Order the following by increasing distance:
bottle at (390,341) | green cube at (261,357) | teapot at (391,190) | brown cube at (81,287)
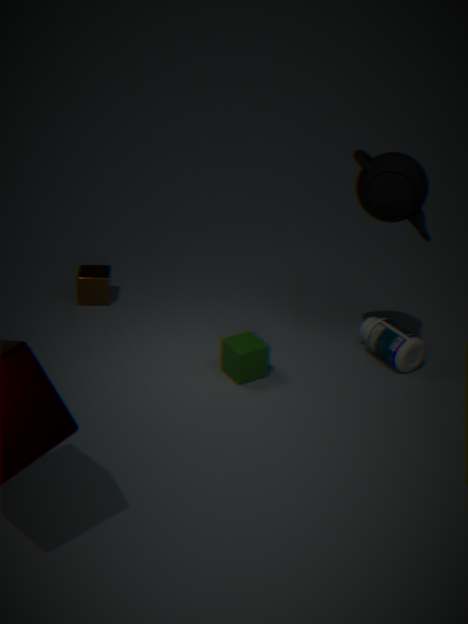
teapot at (391,190)
green cube at (261,357)
bottle at (390,341)
brown cube at (81,287)
